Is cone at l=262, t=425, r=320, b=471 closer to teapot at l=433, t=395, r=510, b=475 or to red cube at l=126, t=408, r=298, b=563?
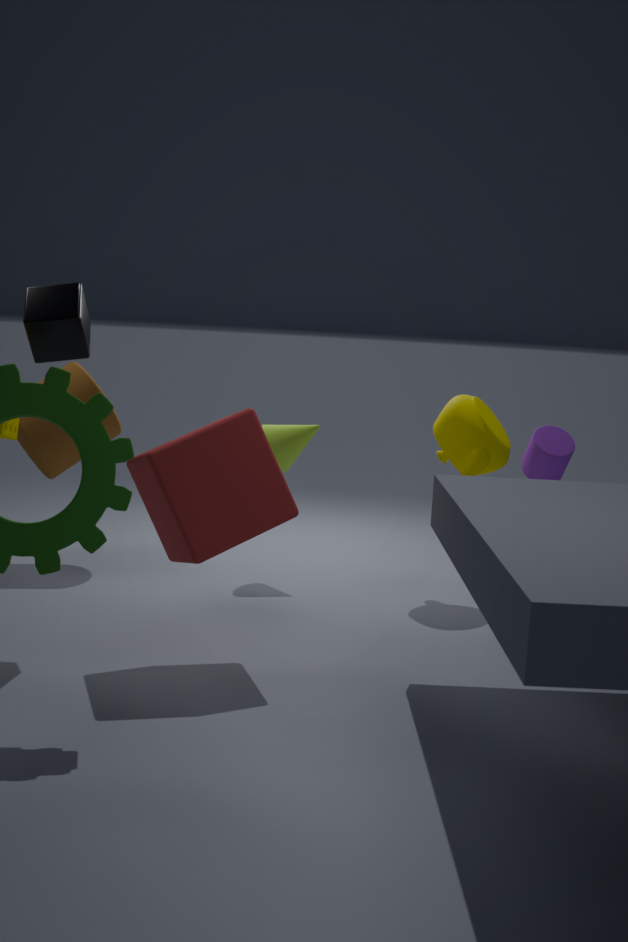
teapot at l=433, t=395, r=510, b=475
